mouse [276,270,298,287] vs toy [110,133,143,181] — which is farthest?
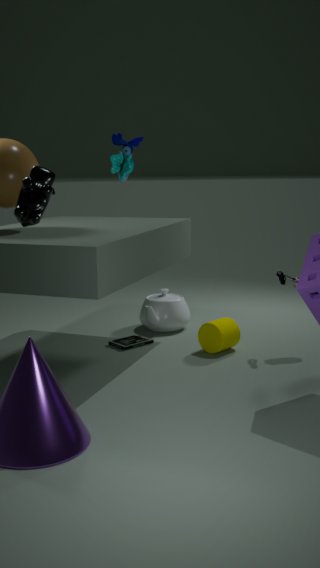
mouse [276,270,298,287]
